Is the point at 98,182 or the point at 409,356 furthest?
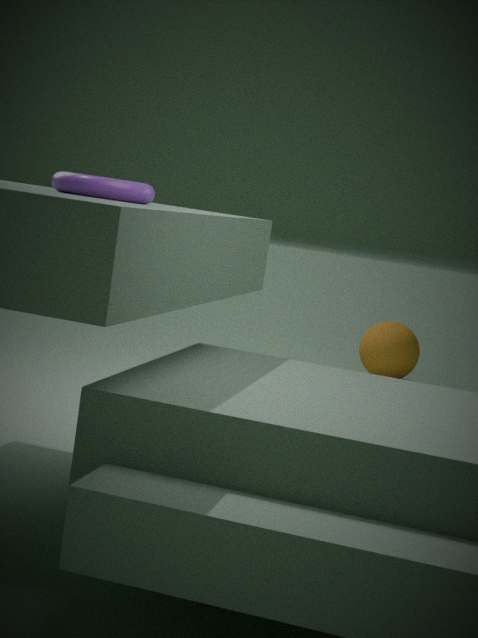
the point at 409,356
